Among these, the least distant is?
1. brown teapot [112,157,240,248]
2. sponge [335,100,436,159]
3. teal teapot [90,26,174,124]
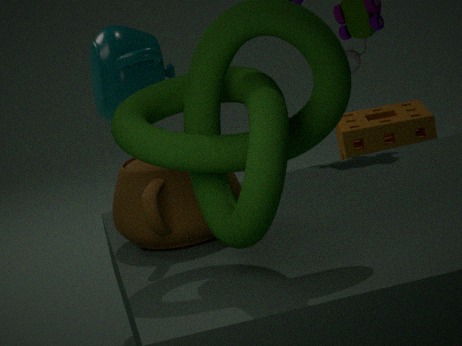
brown teapot [112,157,240,248]
